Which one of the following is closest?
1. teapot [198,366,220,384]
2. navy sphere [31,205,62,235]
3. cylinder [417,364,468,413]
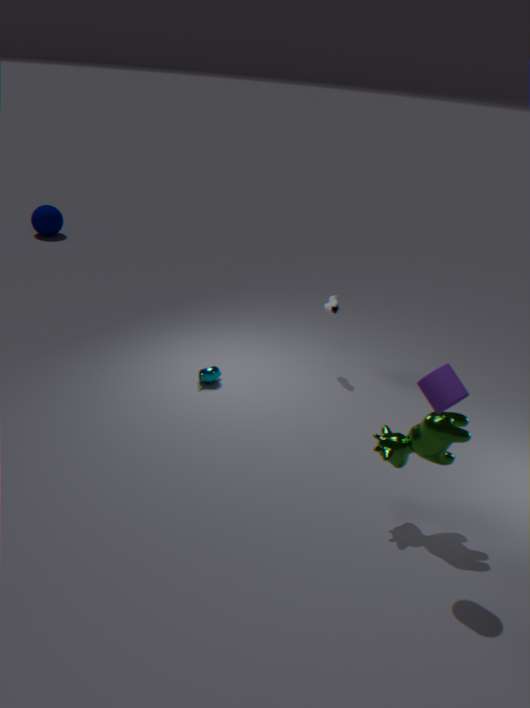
cylinder [417,364,468,413]
